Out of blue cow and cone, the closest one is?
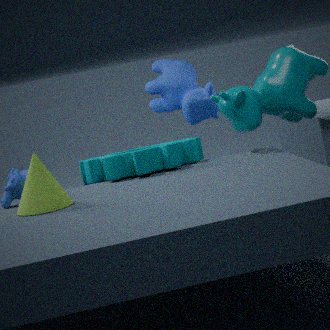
cone
